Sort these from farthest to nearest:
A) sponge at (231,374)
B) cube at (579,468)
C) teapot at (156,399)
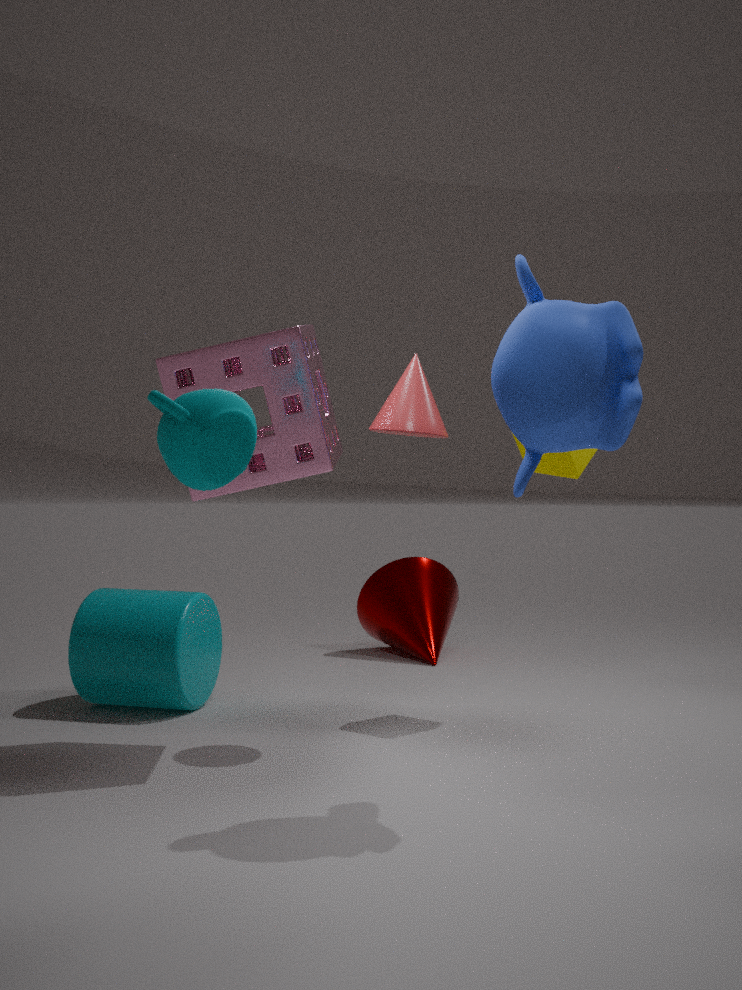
cube at (579,468)
sponge at (231,374)
teapot at (156,399)
